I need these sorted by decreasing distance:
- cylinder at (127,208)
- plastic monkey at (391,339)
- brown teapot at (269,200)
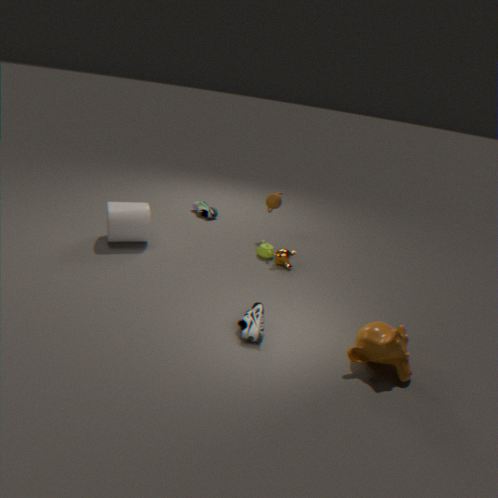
brown teapot at (269,200) → cylinder at (127,208) → plastic monkey at (391,339)
